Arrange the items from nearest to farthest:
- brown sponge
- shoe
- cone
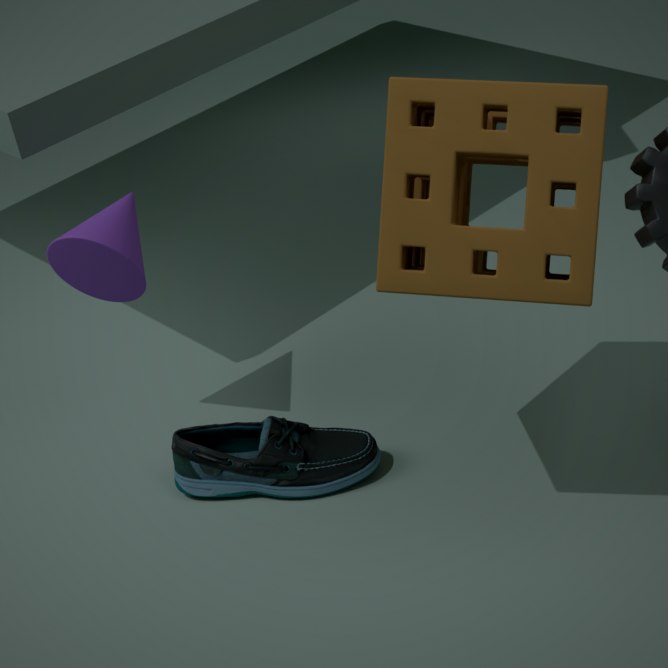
brown sponge → cone → shoe
